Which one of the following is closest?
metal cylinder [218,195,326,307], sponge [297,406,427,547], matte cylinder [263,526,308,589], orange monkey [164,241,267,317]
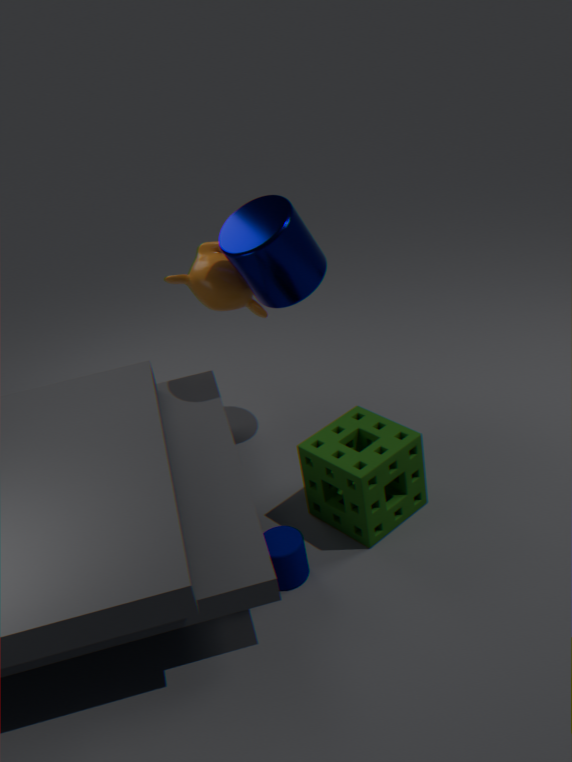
matte cylinder [263,526,308,589]
